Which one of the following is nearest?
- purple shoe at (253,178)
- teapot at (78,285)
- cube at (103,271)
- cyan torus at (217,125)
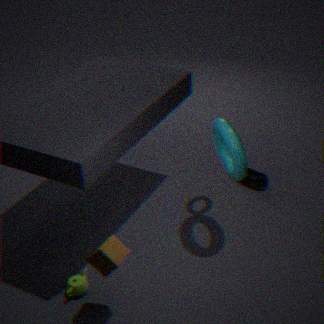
cube at (103,271)
